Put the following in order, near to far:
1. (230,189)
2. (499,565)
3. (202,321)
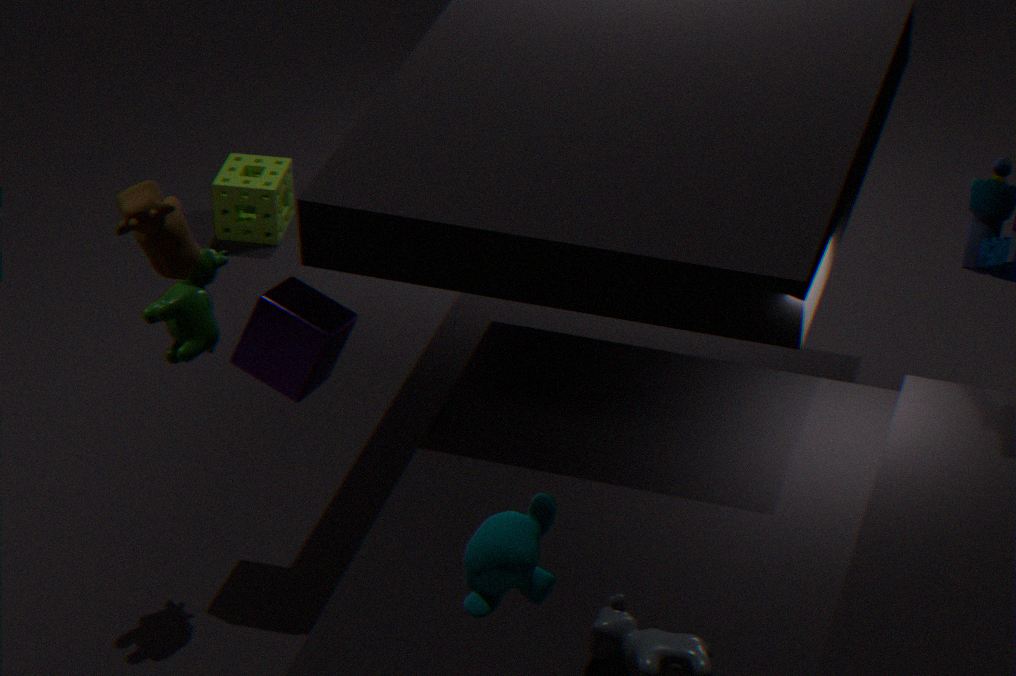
(499,565) → (202,321) → (230,189)
